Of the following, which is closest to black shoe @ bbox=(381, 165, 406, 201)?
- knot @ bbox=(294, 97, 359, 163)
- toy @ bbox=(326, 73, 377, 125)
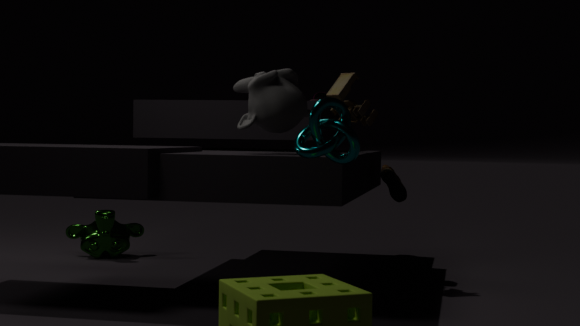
toy @ bbox=(326, 73, 377, 125)
